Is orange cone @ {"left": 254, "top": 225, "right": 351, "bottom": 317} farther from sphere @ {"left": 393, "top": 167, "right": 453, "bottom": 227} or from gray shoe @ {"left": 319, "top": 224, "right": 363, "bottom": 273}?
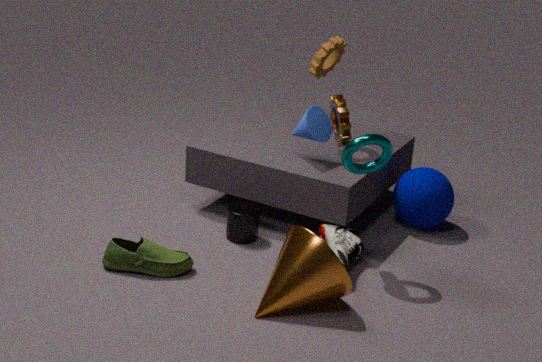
sphere @ {"left": 393, "top": 167, "right": 453, "bottom": 227}
